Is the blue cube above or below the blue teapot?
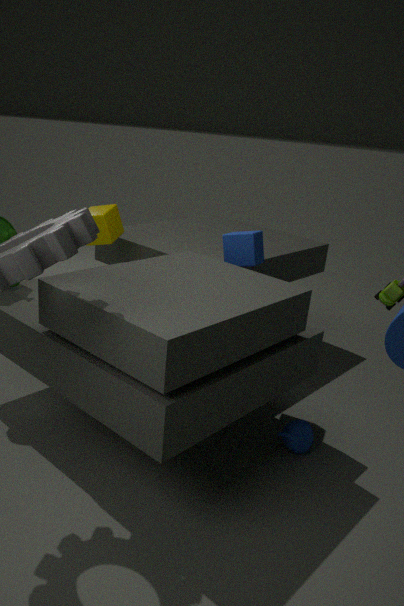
above
